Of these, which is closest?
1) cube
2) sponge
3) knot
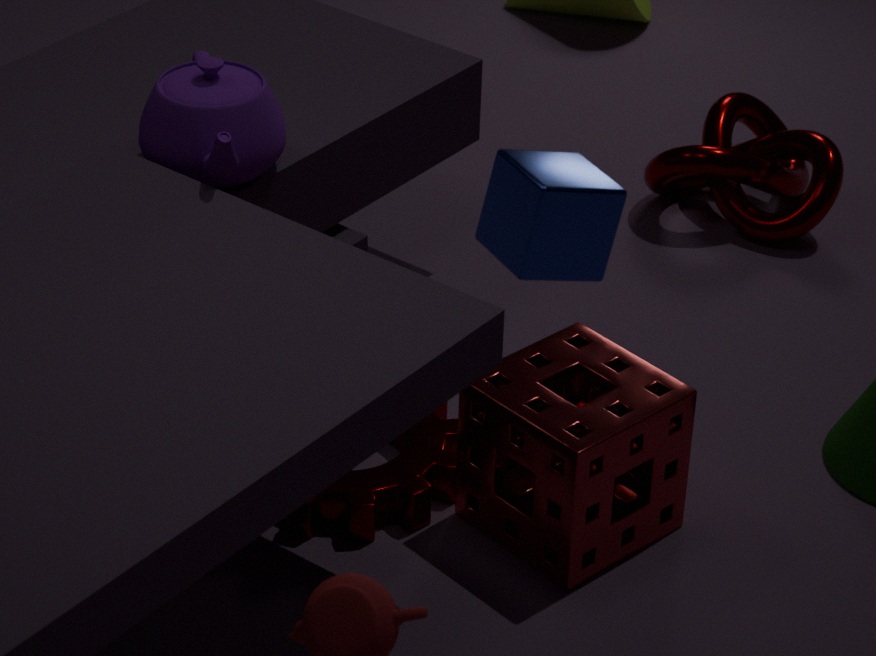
1. cube
